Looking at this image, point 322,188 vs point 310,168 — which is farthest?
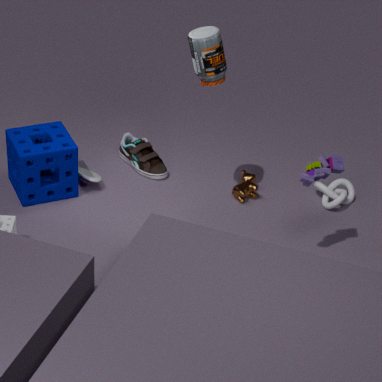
point 322,188
